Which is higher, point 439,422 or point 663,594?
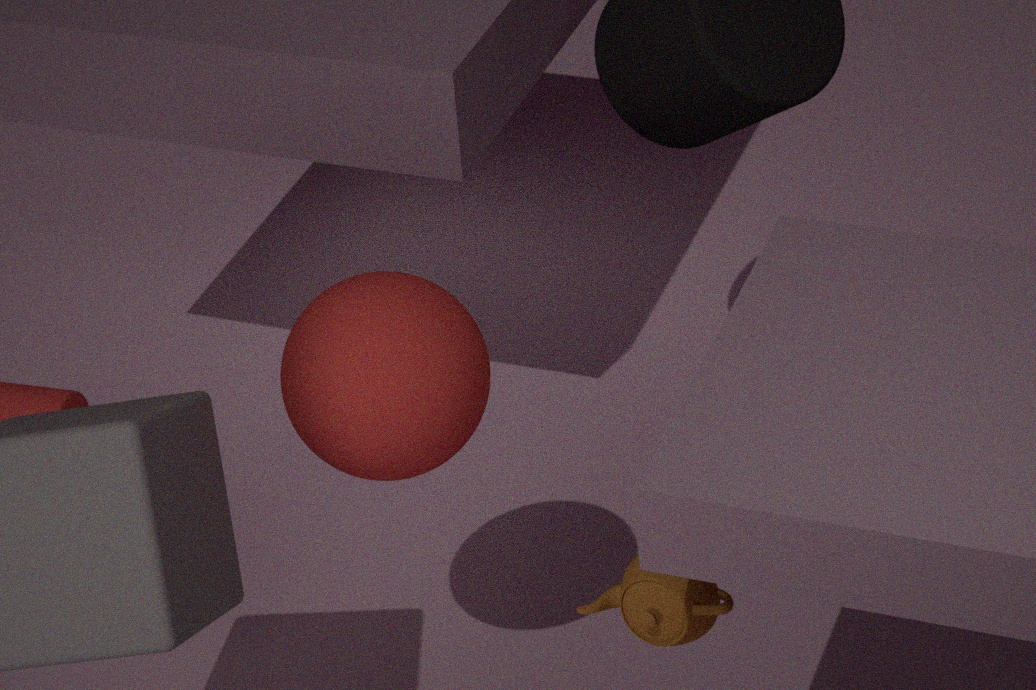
point 439,422
